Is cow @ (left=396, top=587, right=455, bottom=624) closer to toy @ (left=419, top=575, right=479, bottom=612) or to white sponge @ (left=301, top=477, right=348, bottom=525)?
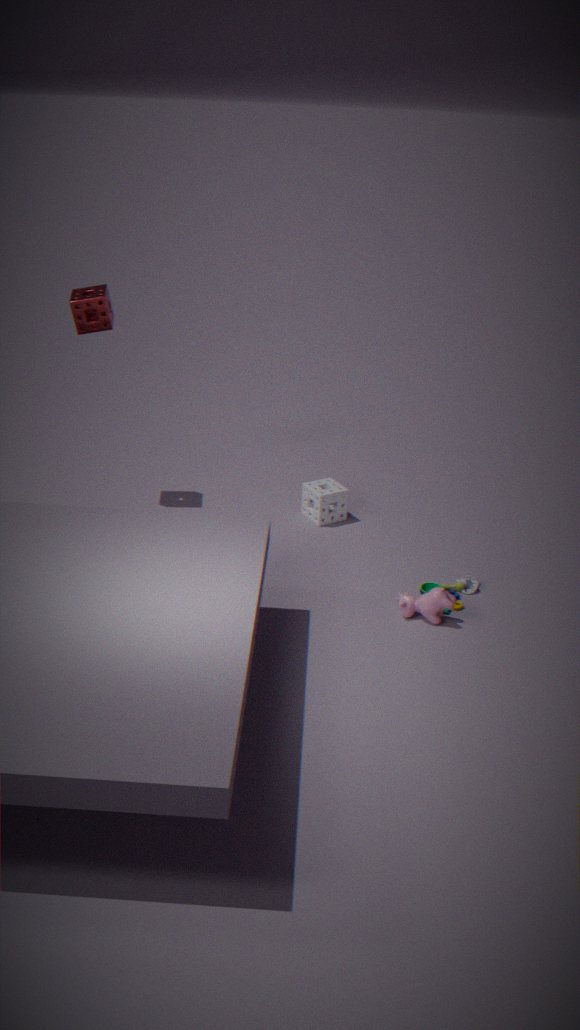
toy @ (left=419, top=575, right=479, bottom=612)
